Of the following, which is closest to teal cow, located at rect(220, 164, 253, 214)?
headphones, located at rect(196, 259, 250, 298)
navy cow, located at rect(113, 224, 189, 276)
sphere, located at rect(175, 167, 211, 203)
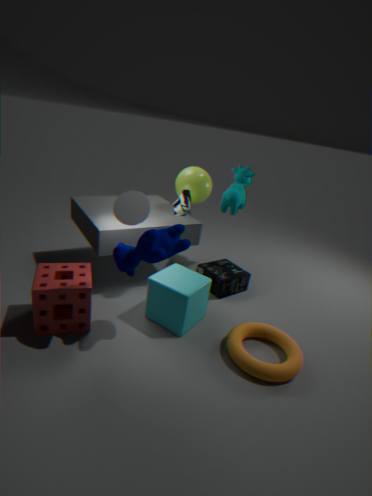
sphere, located at rect(175, 167, 211, 203)
